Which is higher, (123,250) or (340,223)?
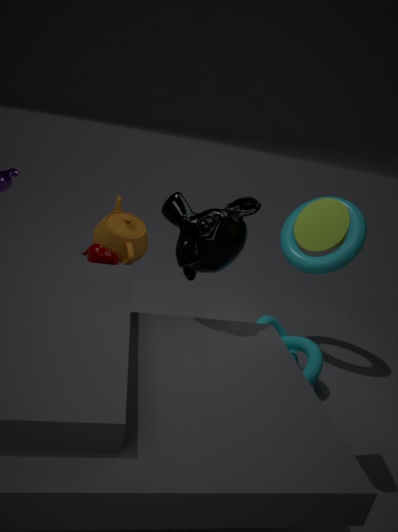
(340,223)
